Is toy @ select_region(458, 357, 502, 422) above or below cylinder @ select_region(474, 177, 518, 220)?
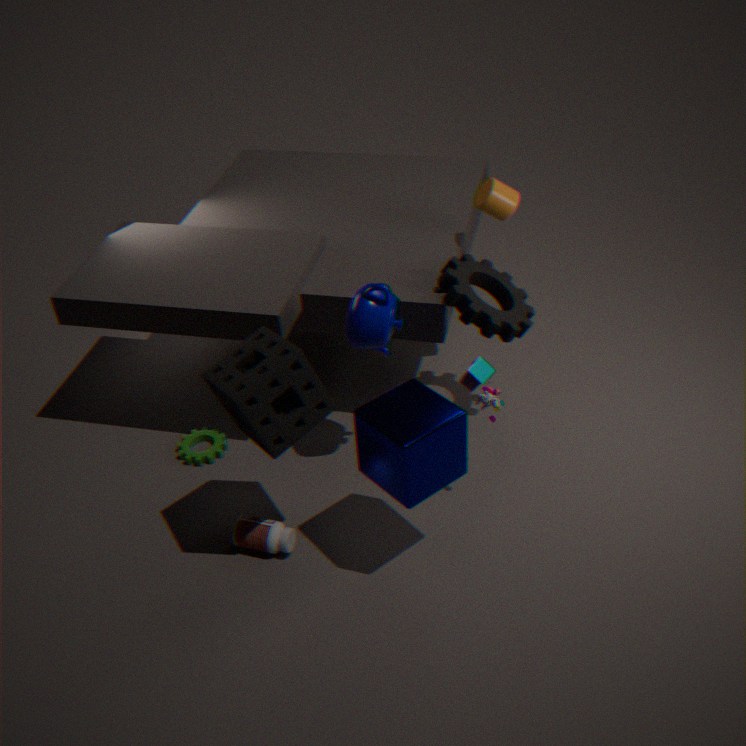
below
